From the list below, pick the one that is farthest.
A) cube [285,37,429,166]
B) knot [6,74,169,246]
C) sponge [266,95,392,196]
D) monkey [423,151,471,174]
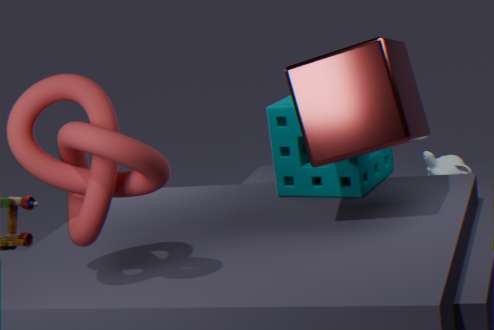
monkey [423,151,471,174]
